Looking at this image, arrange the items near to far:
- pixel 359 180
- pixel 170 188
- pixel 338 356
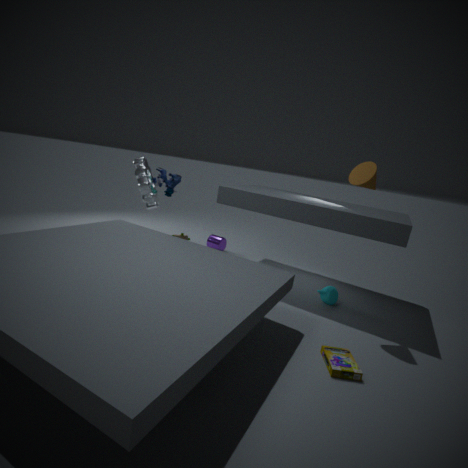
pixel 338 356 → pixel 359 180 → pixel 170 188
